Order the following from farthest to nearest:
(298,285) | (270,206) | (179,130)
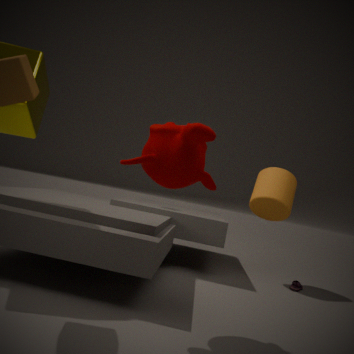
(298,285), (270,206), (179,130)
